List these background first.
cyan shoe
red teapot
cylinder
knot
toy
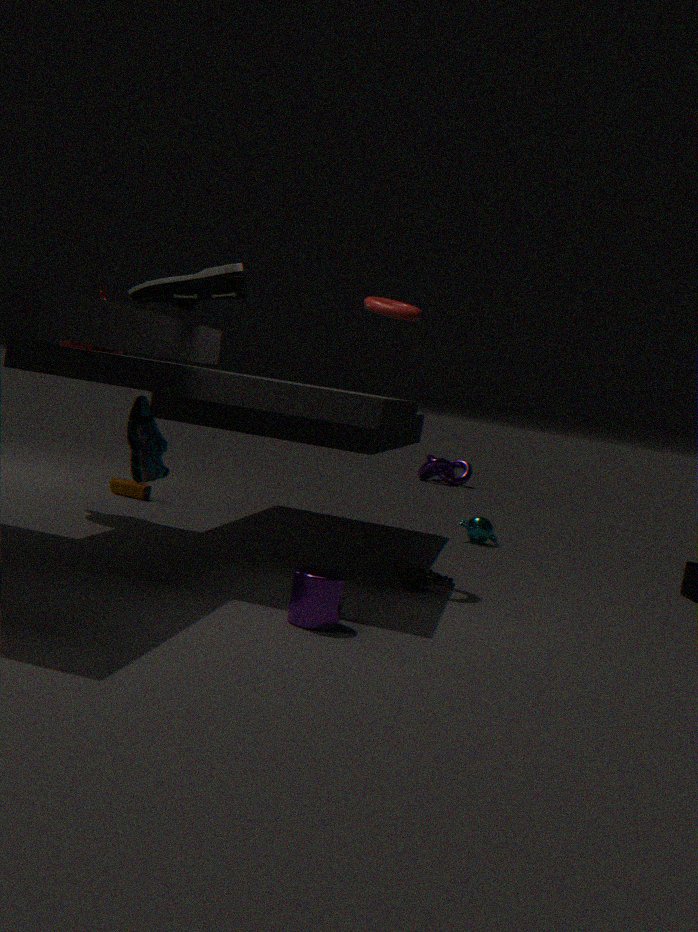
1. knot
2. toy
3. red teapot
4. cyan shoe
5. cylinder
